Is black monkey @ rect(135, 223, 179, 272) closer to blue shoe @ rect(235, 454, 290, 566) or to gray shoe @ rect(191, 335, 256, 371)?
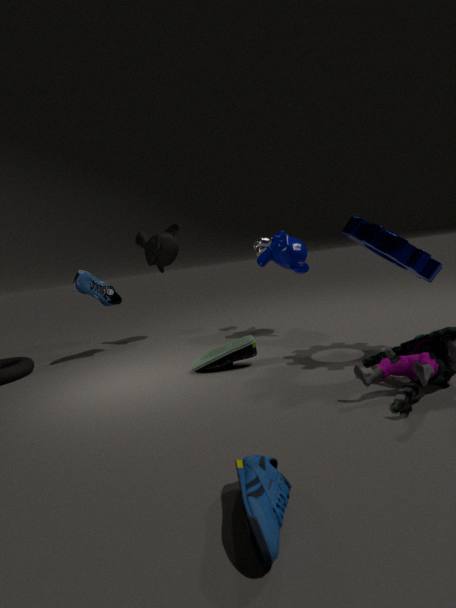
gray shoe @ rect(191, 335, 256, 371)
